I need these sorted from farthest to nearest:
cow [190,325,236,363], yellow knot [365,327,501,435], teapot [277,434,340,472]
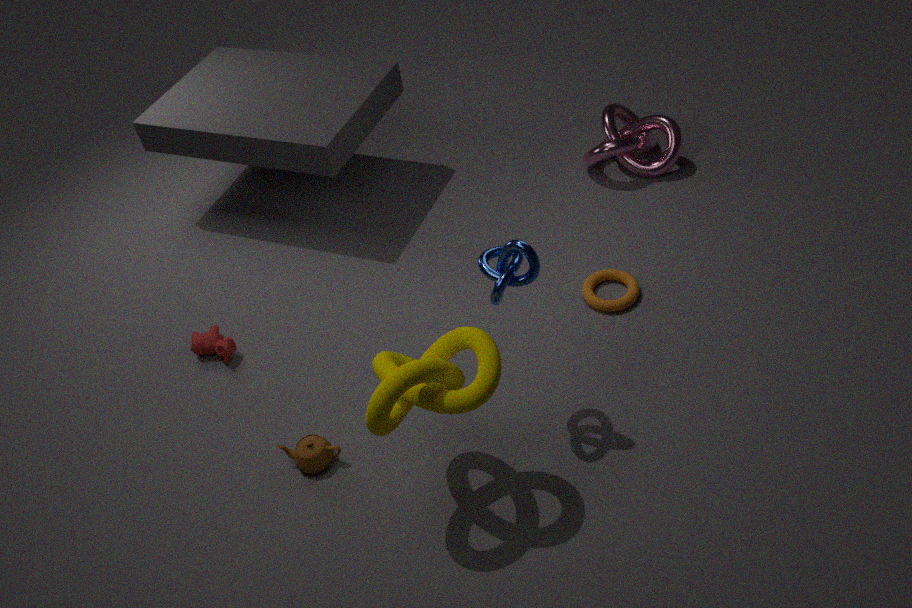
1. cow [190,325,236,363]
2. teapot [277,434,340,472]
3. yellow knot [365,327,501,435]
